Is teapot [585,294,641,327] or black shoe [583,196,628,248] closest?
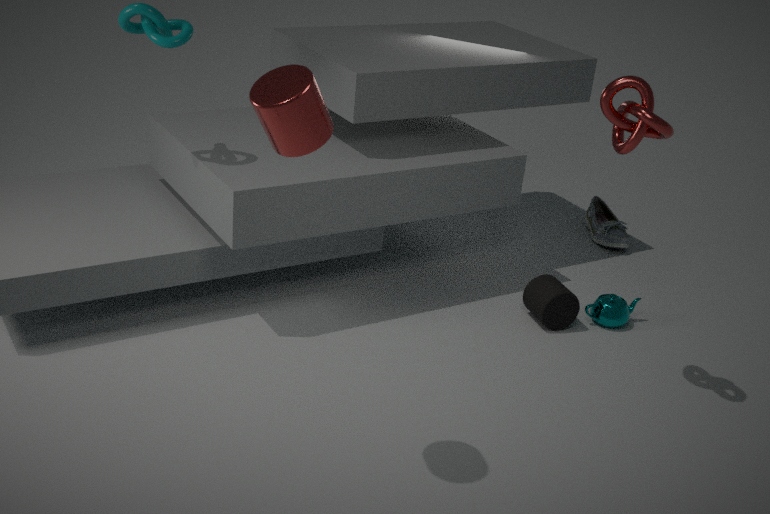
teapot [585,294,641,327]
